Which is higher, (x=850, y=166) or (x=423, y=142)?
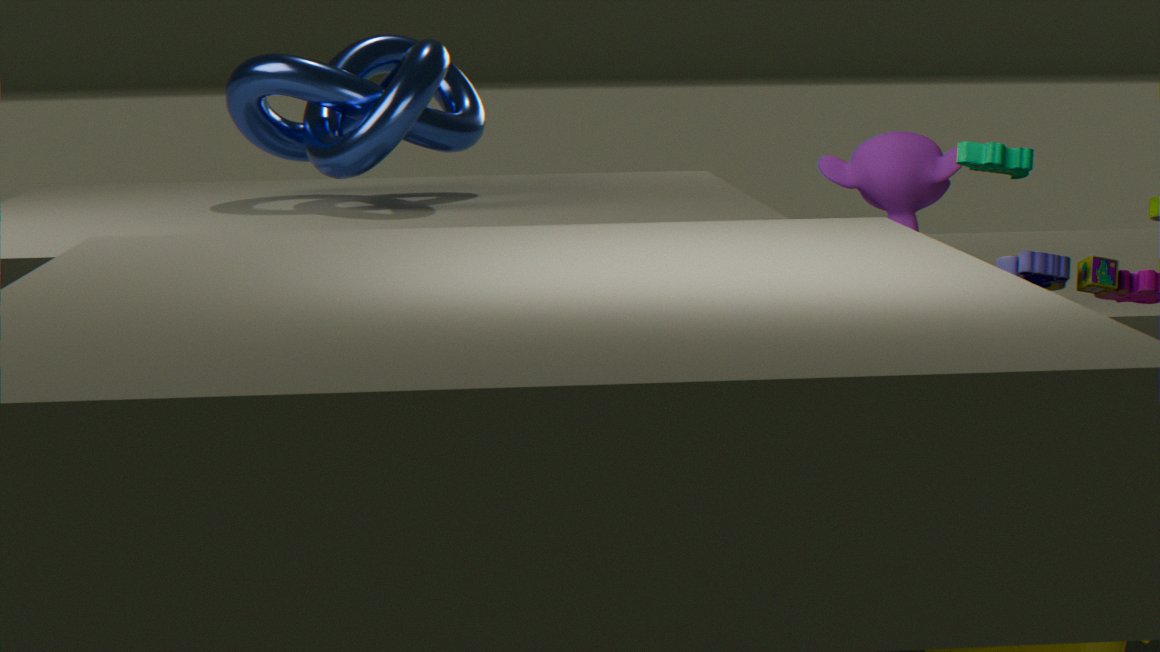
(x=423, y=142)
